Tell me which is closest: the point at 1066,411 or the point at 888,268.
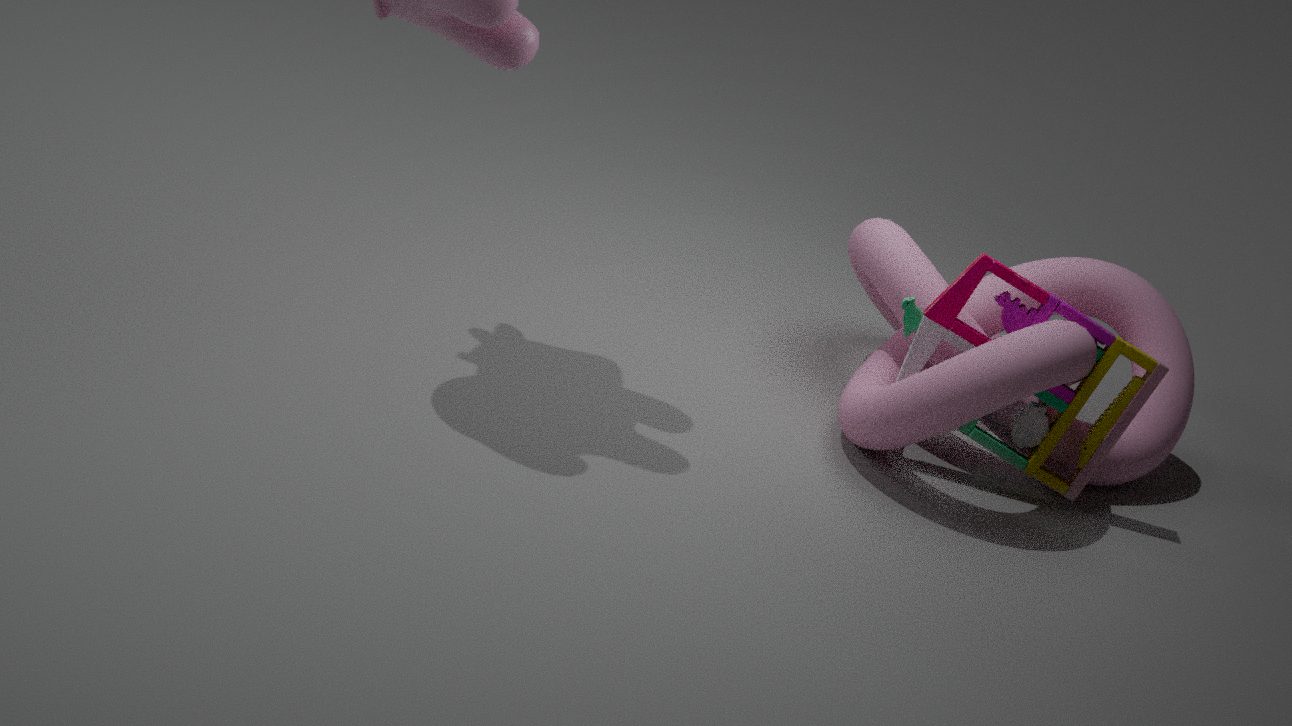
the point at 1066,411
